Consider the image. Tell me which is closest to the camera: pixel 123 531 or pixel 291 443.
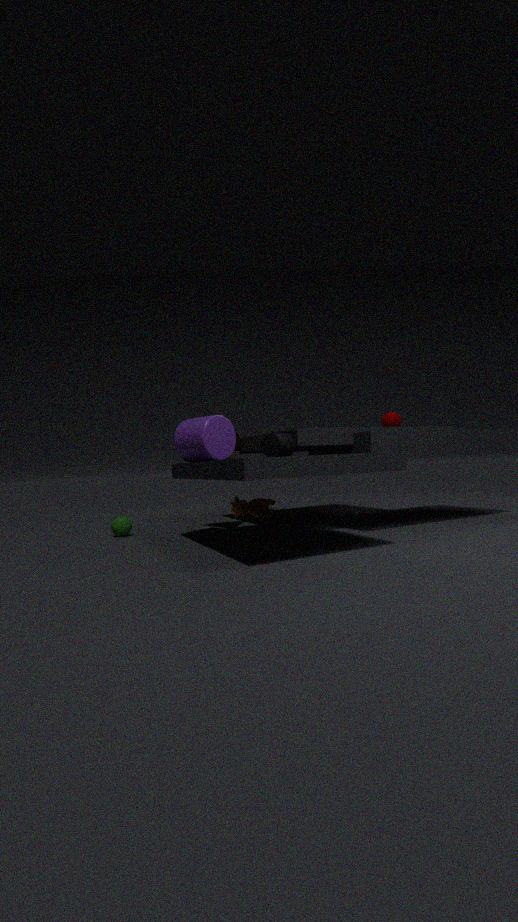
pixel 291 443
